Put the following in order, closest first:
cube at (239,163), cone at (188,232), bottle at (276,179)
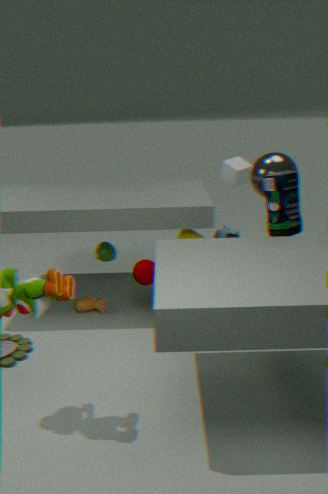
bottle at (276,179) → cone at (188,232) → cube at (239,163)
